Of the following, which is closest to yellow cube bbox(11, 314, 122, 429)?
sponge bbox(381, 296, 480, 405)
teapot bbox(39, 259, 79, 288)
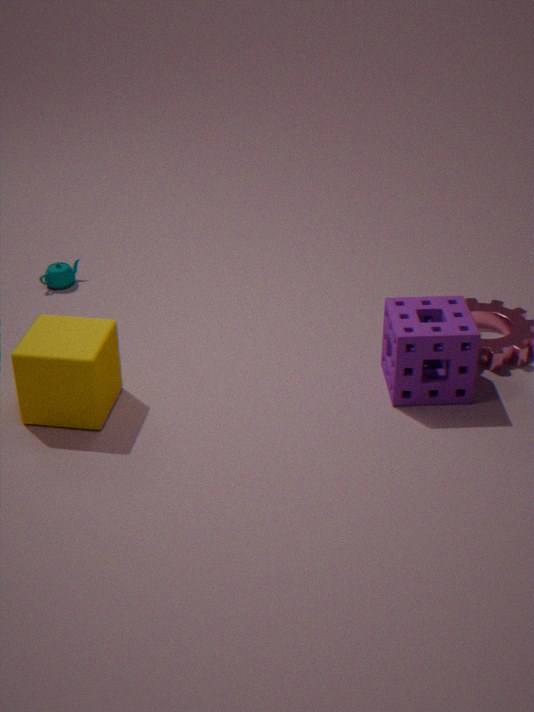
teapot bbox(39, 259, 79, 288)
